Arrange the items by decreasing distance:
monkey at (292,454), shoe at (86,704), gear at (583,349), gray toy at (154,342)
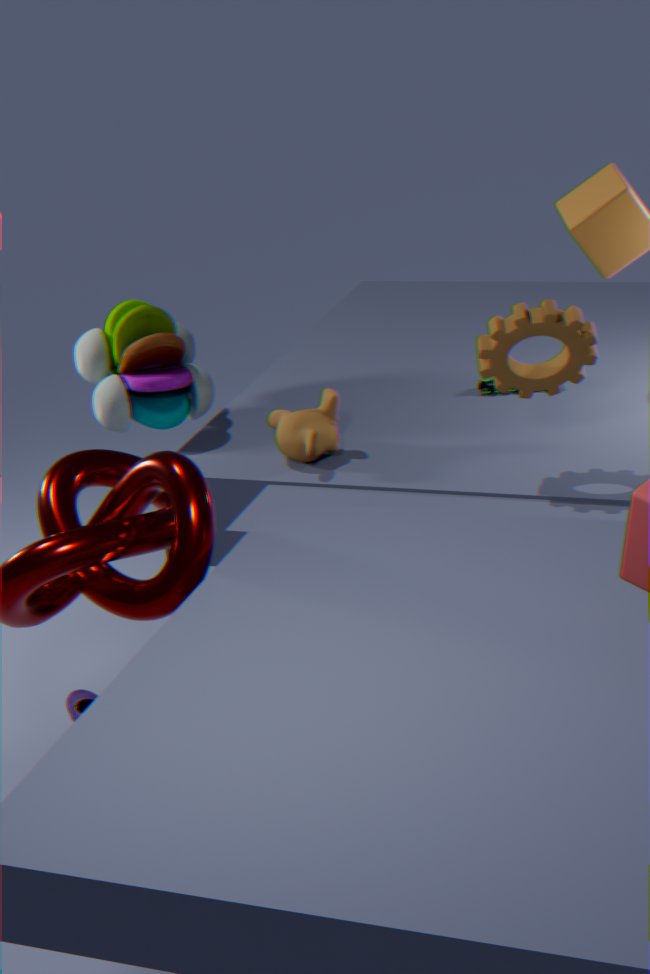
1. shoe at (86,704)
2. gray toy at (154,342)
3. monkey at (292,454)
4. gear at (583,349)
